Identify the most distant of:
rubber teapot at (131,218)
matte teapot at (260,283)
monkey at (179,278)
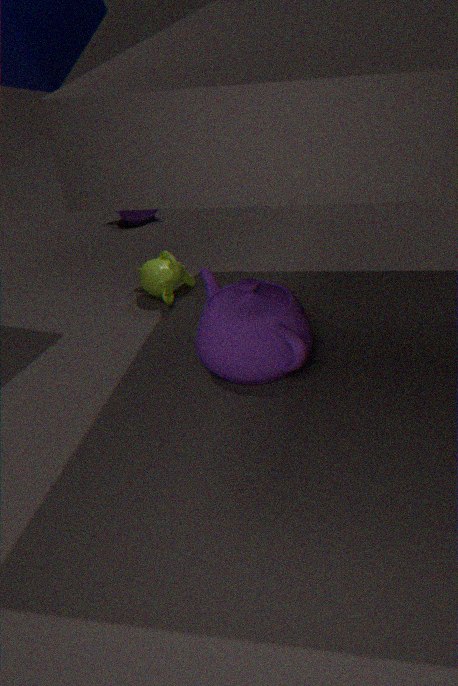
rubber teapot at (131,218)
